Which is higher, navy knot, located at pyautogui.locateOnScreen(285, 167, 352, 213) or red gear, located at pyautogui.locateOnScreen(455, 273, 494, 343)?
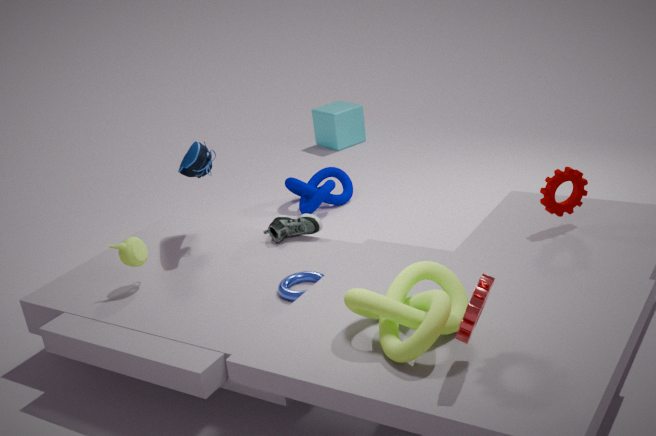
red gear, located at pyautogui.locateOnScreen(455, 273, 494, 343)
